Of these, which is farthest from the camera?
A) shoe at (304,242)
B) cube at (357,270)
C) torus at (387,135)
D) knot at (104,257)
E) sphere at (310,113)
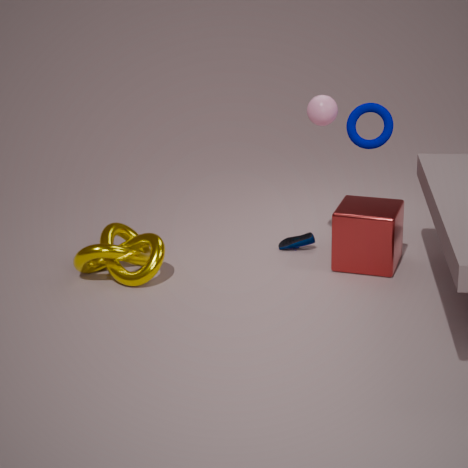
A. shoe at (304,242)
